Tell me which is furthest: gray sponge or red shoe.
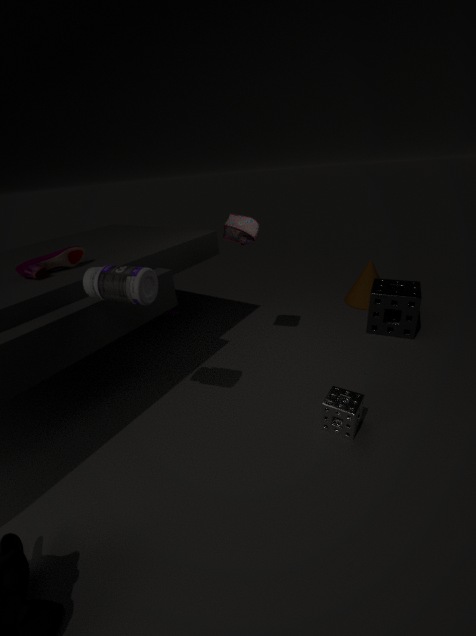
gray sponge
